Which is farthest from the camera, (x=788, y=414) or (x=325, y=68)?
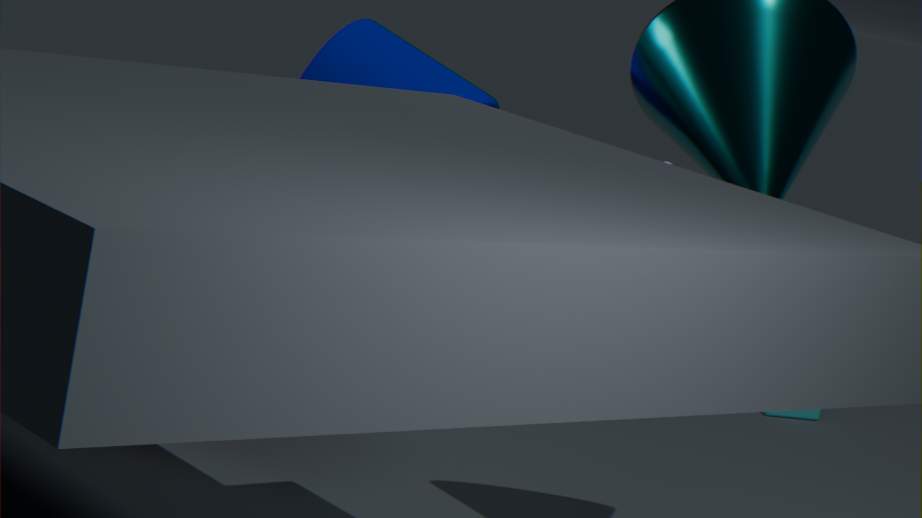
(x=788, y=414)
